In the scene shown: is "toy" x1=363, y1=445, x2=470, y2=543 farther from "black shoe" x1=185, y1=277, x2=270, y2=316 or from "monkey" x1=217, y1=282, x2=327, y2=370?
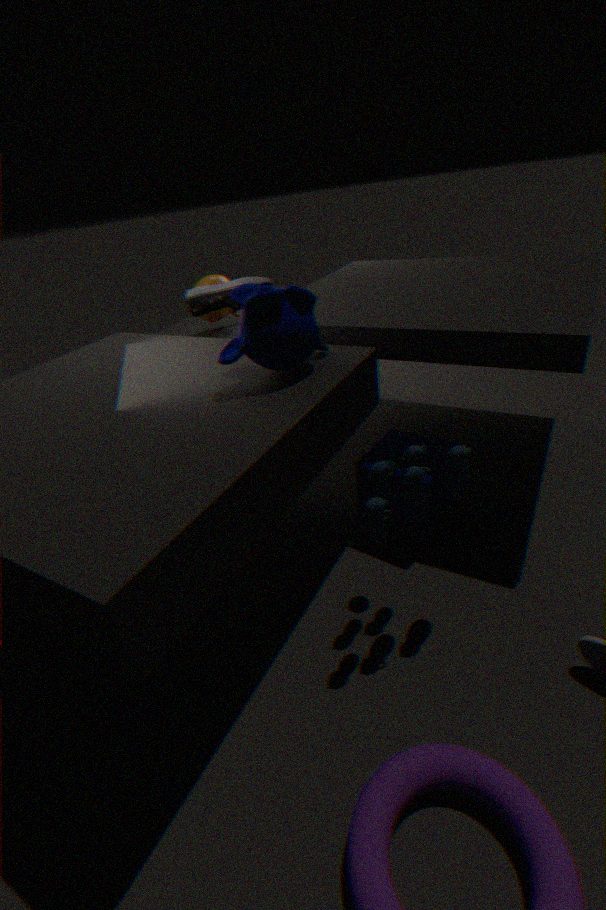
"black shoe" x1=185, y1=277, x2=270, y2=316
